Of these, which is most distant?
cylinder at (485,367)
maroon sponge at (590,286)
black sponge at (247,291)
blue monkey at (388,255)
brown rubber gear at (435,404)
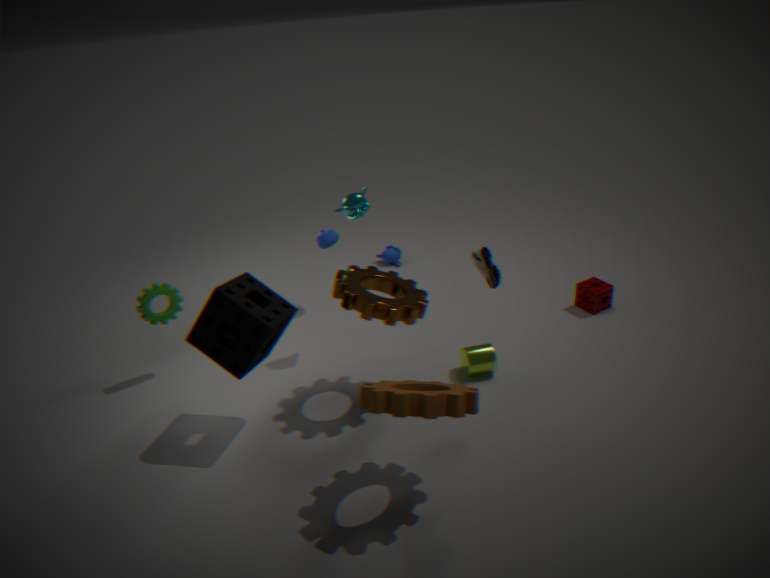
blue monkey at (388,255)
